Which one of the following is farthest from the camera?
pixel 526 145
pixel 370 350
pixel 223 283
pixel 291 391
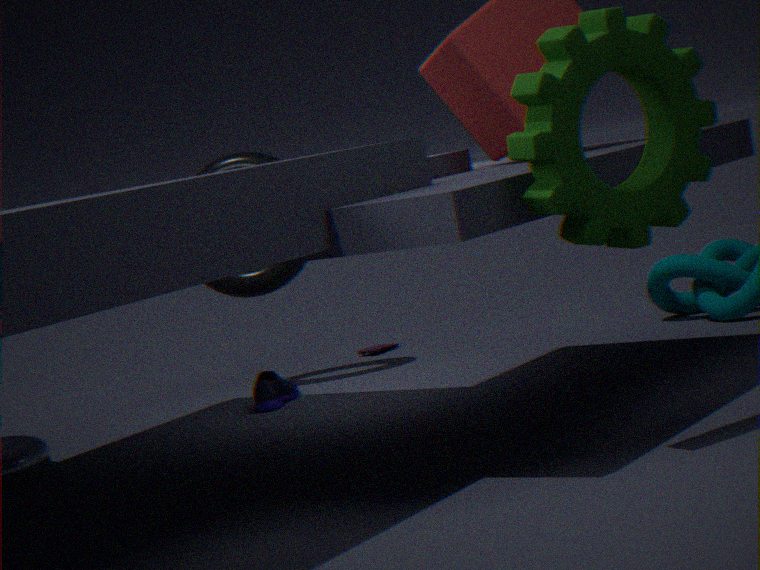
pixel 370 350
